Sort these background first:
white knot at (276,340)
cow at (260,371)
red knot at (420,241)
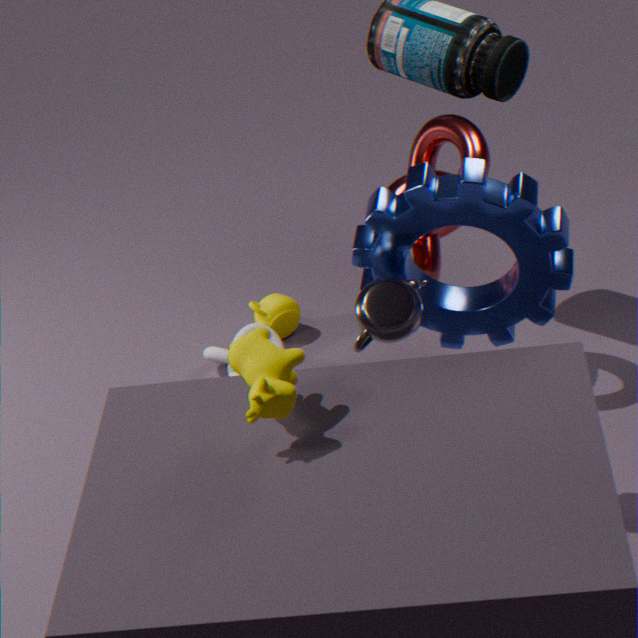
1. white knot at (276,340)
2. red knot at (420,241)
3. cow at (260,371)
